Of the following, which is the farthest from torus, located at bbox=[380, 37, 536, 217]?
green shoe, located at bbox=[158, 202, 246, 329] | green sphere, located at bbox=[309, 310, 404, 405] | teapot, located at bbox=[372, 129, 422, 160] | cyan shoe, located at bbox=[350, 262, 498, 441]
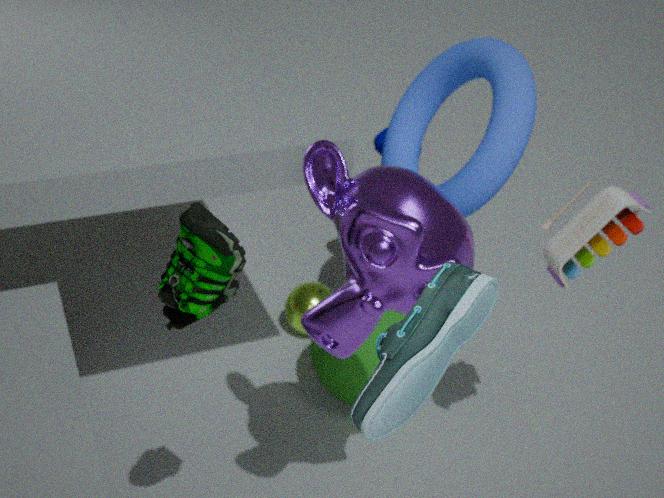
cyan shoe, located at bbox=[350, 262, 498, 441]
